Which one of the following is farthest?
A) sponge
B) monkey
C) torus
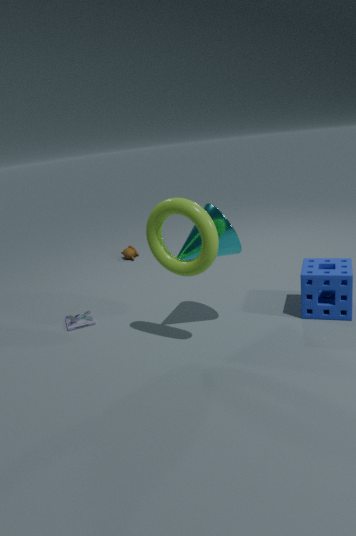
B. monkey
